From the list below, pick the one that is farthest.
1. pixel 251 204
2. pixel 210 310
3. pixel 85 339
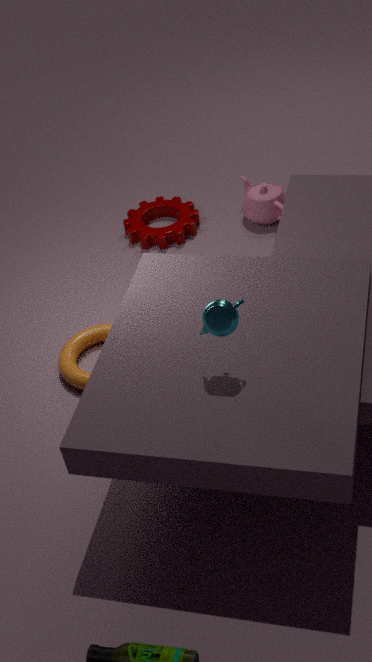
pixel 251 204
